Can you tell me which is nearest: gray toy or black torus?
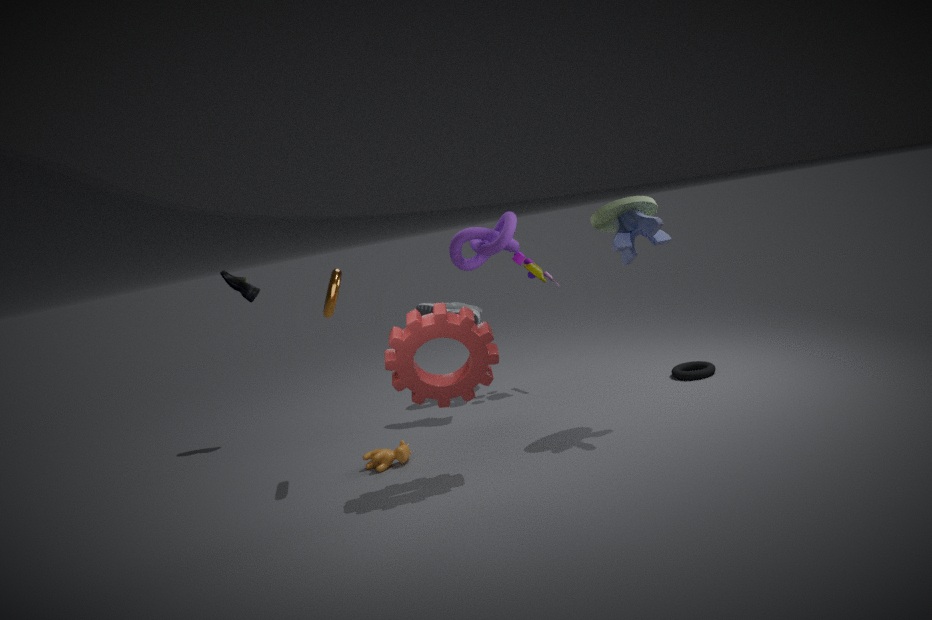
gray toy
